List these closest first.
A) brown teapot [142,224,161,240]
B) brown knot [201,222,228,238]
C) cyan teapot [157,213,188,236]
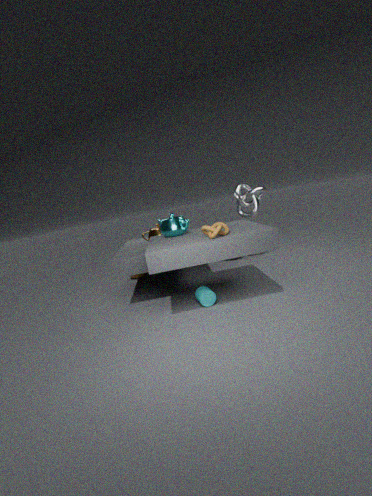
brown knot [201,222,228,238]
cyan teapot [157,213,188,236]
brown teapot [142,224,161,240]
